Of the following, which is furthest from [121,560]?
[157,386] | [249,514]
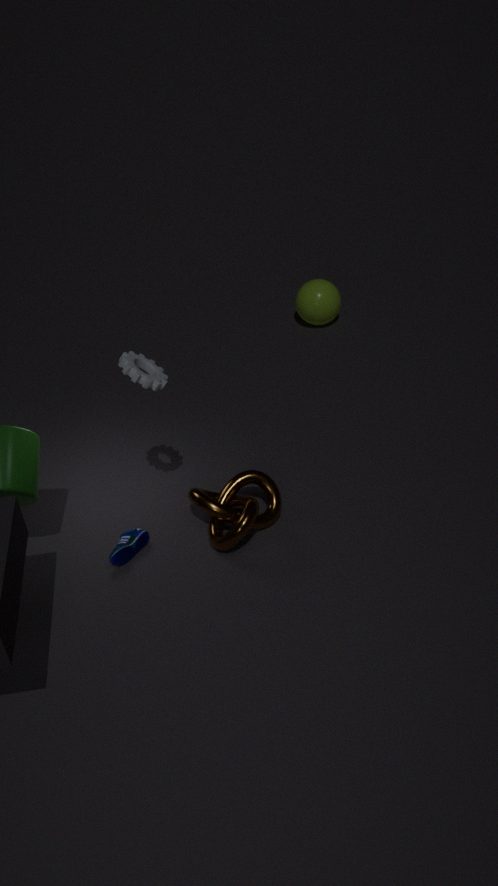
[157,386]
